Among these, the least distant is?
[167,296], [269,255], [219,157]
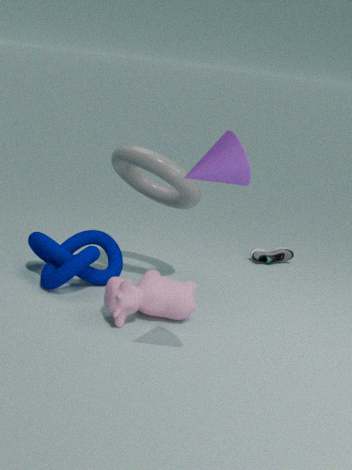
[219,157]
